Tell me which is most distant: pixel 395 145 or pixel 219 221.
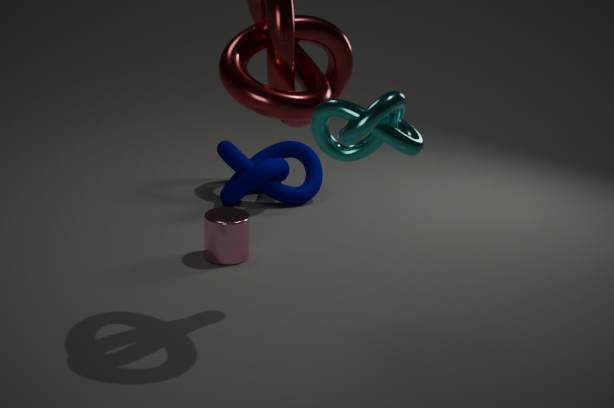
pixel 219 221
